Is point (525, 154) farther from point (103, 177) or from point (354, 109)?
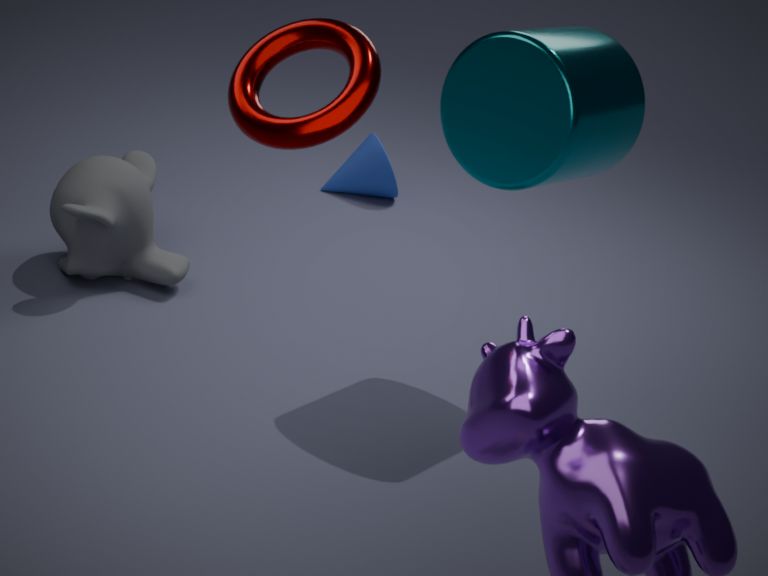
point (354, 109)
